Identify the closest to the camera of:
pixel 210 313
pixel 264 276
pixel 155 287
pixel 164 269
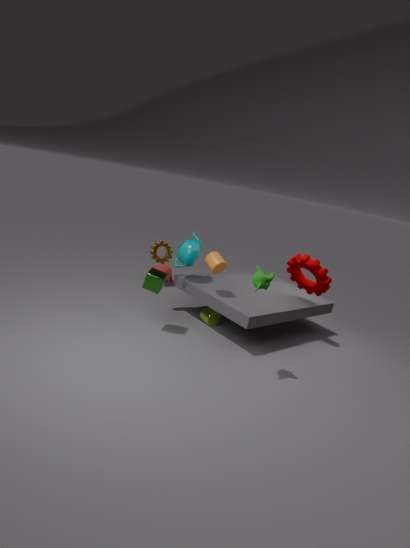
pixel 264 276
